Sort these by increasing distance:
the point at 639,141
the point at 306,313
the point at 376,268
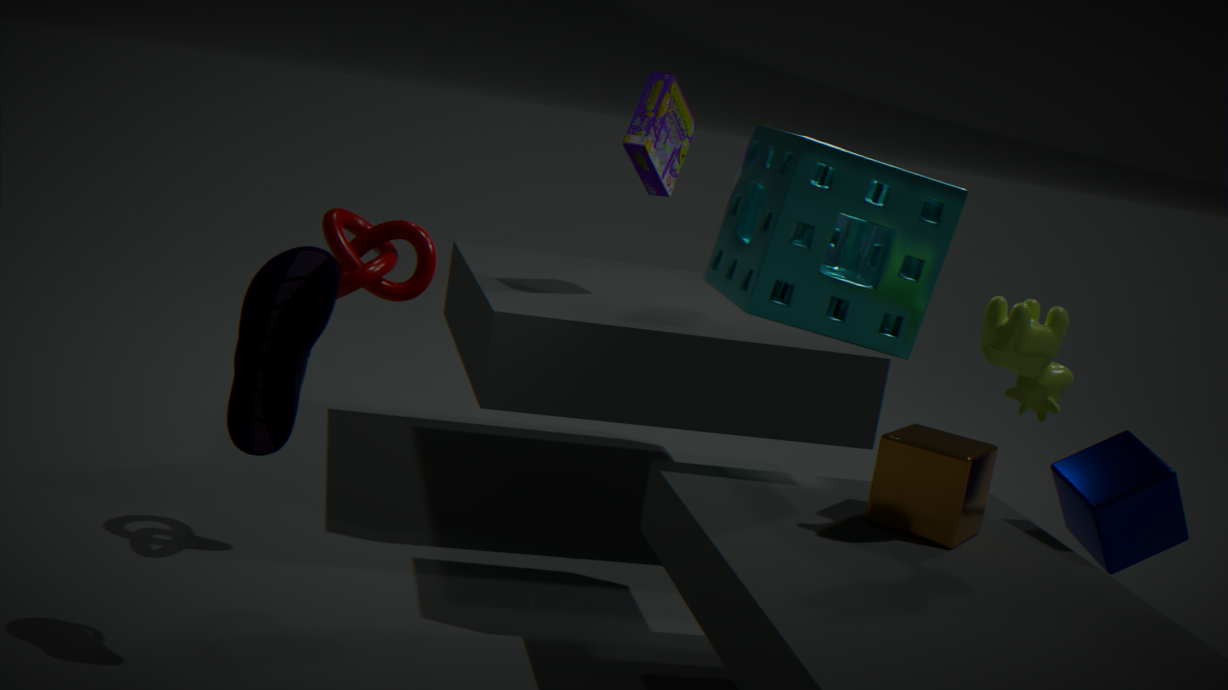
the point at 306,313 → the point at 376,268 → the point at 639,141
